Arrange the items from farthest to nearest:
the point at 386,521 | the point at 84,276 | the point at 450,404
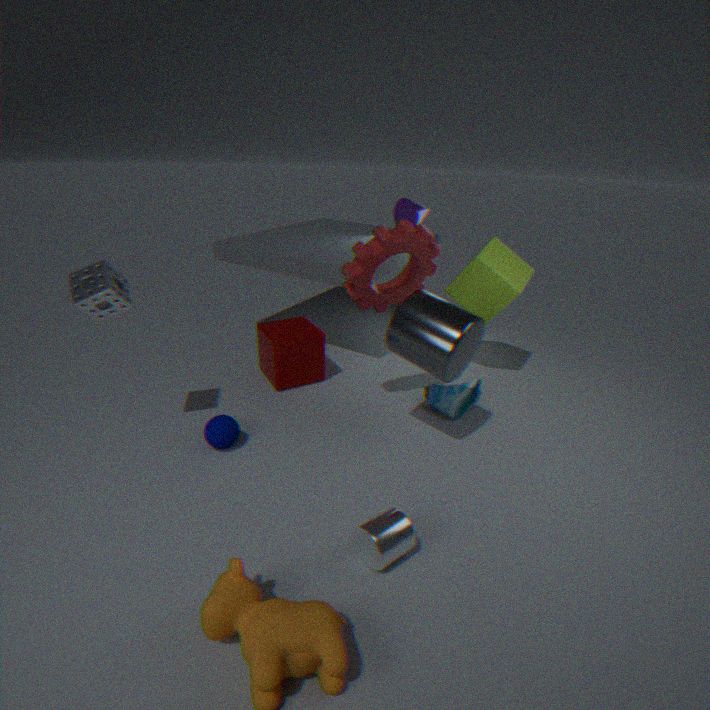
the point at 450,404 < the point at 84,276 < the point at 386,521
